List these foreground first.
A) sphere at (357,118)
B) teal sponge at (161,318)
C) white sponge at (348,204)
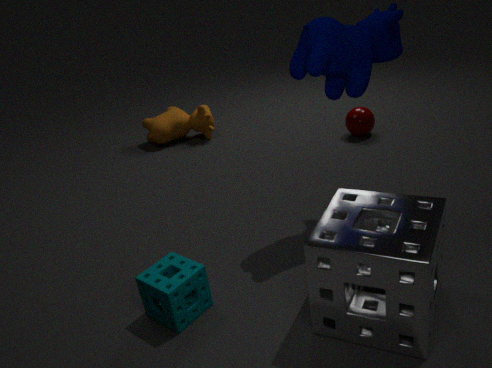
white sponge at (348,204)
teal sponge at (161,318)
sphere at (357,118)
